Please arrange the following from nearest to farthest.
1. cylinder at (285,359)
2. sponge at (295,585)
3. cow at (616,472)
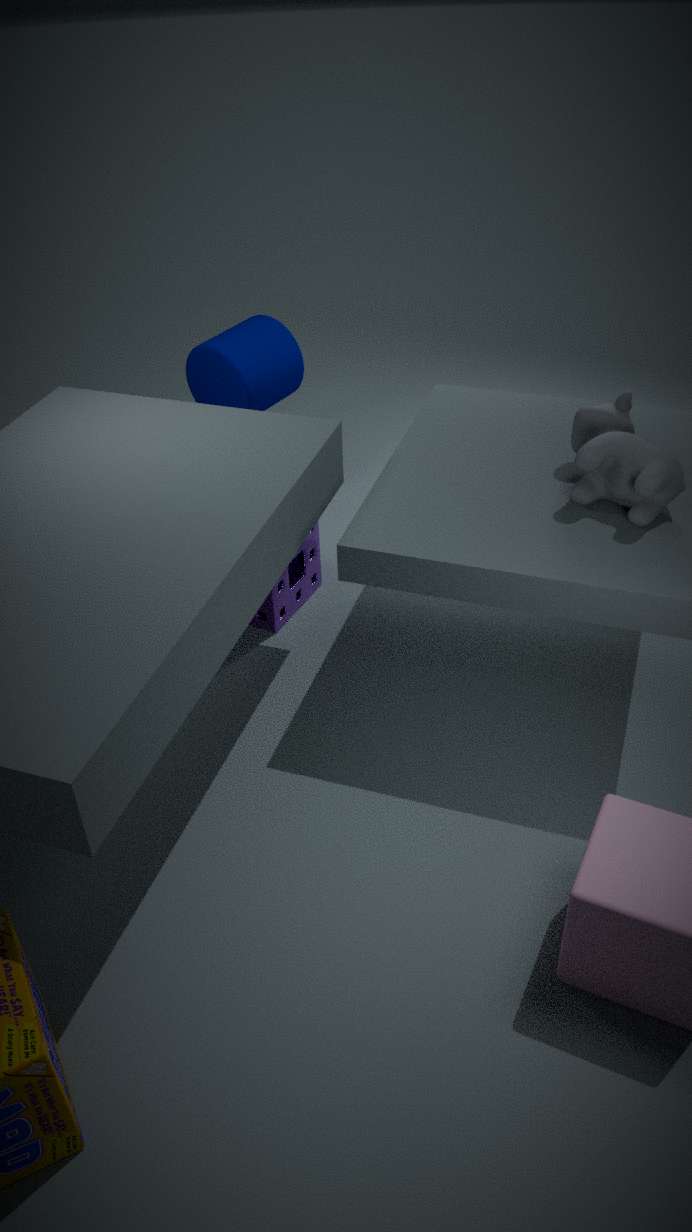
cow at (616,472), sponge at (295,585), cylinder at (285,359)
